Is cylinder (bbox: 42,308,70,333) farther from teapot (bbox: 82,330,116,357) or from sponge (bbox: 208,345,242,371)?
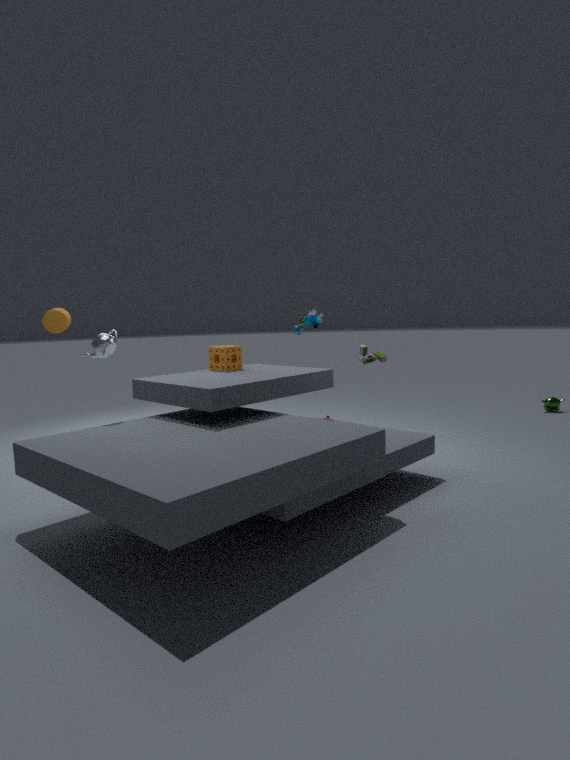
sponge (bbox: 208,345,242,371)
